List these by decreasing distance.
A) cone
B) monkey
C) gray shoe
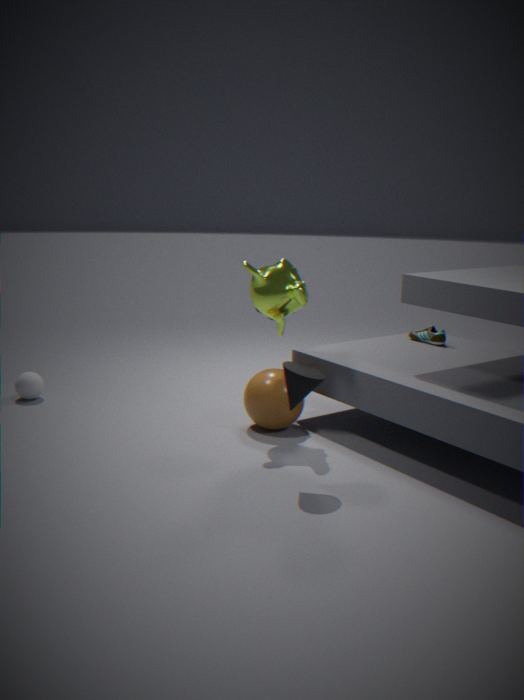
gray shoe < monkey < cone
